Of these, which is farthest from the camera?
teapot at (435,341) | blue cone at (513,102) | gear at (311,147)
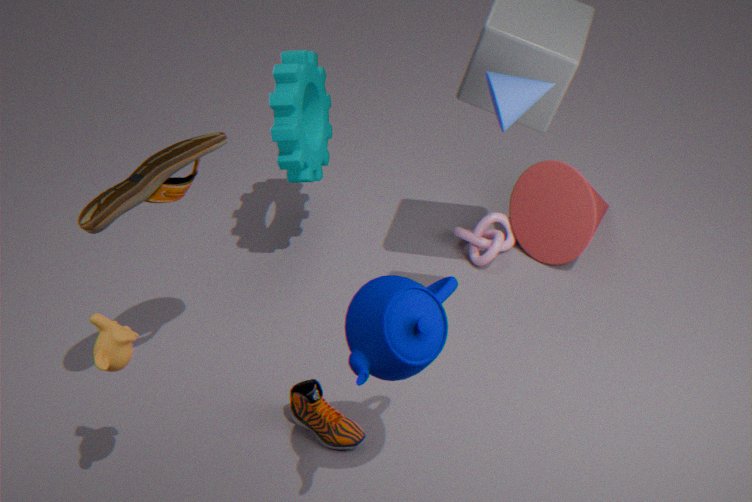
gear at (311,147)
